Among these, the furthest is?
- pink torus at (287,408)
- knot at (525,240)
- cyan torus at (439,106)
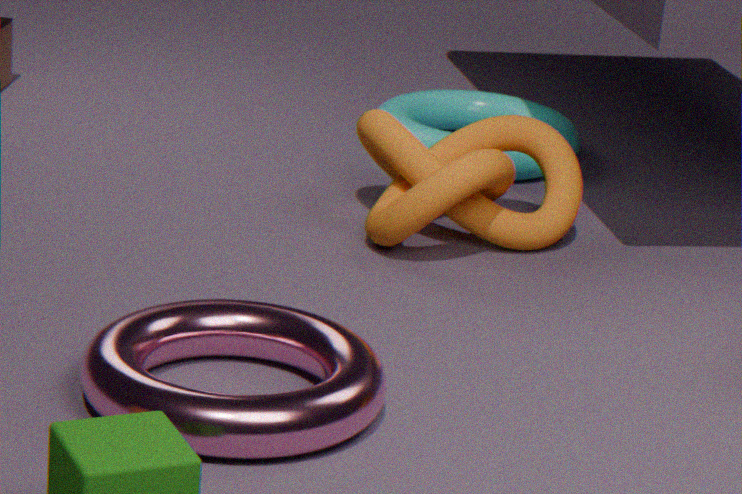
cyan torus at (439,106)
